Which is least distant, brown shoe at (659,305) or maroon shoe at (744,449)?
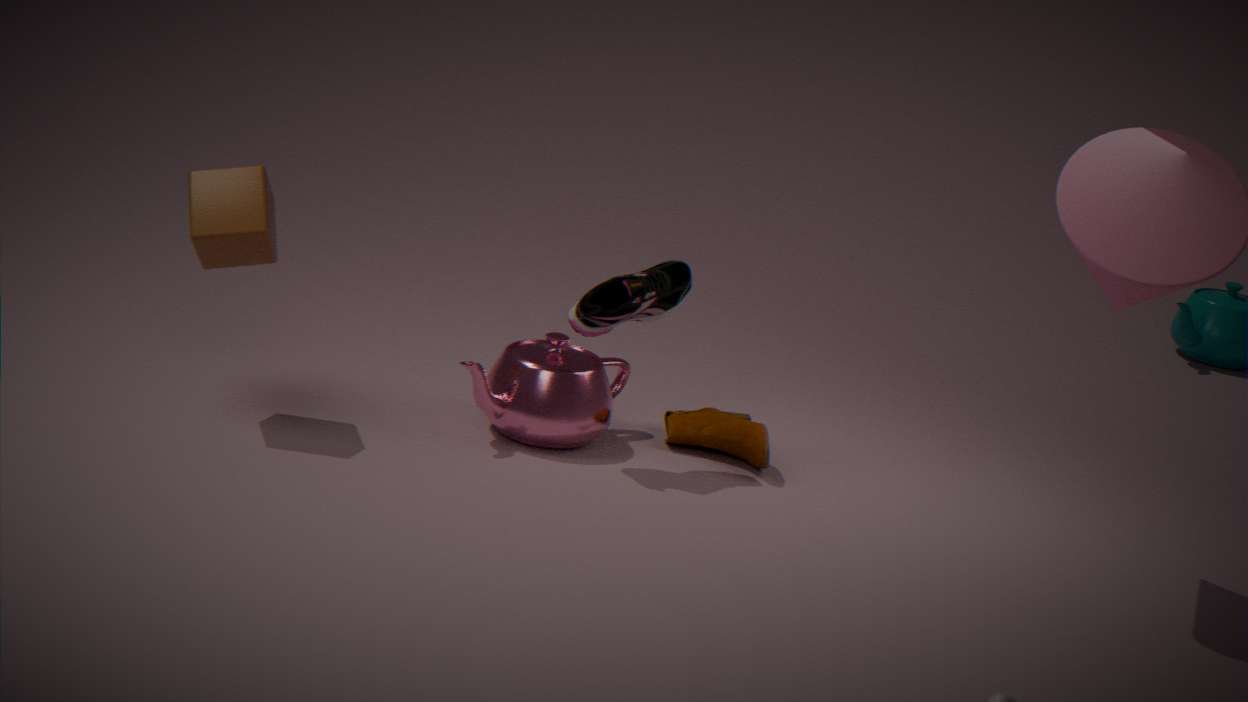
brown shoe at (659,305)
